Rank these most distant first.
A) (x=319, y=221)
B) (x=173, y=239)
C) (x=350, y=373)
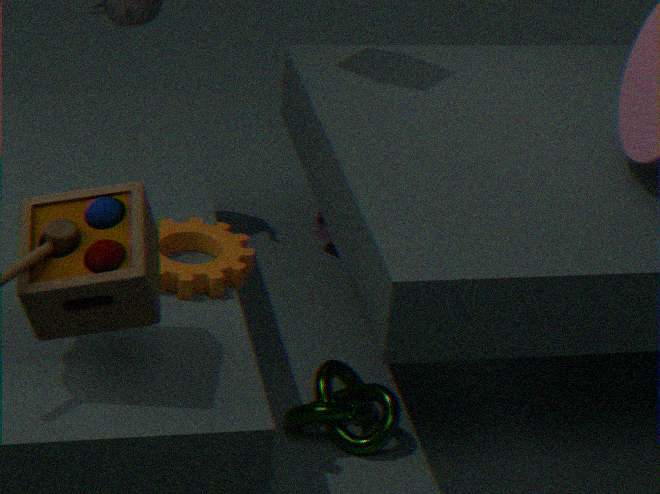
1. (x=319, y=221)
2. (x=350, y=373)
3. (x=173, y=239)
